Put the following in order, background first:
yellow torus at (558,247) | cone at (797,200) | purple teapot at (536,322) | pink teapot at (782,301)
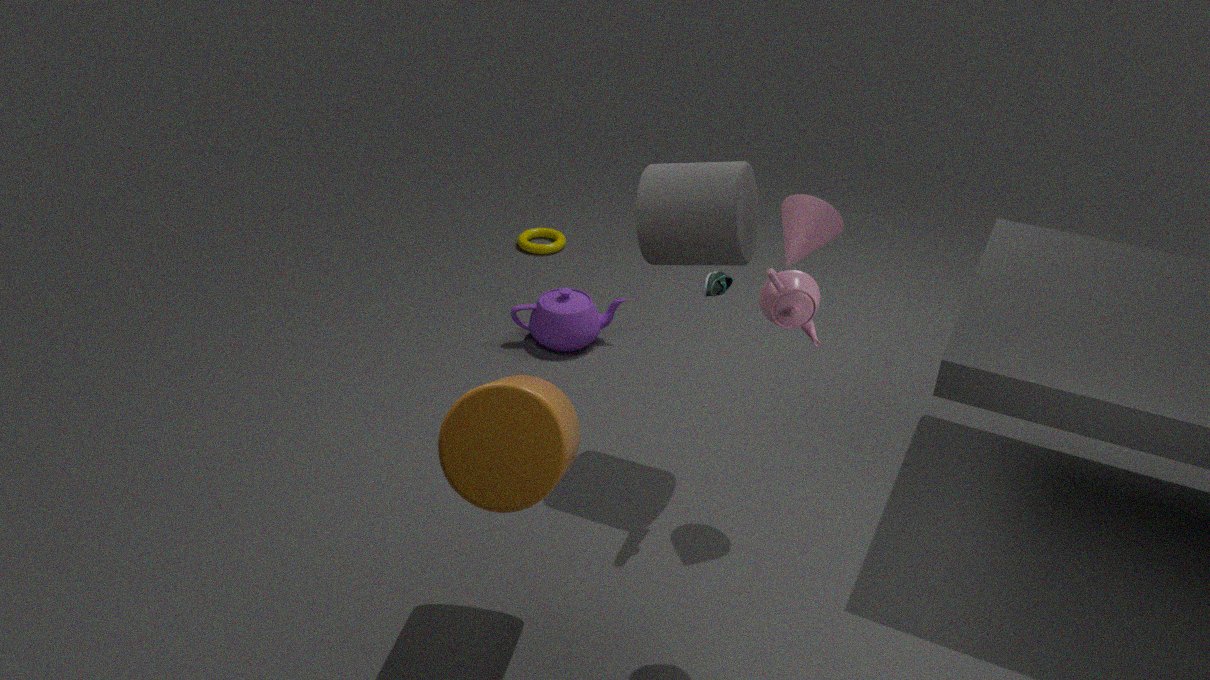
yellow torus at (558,247), purple teapot at (536,322), cone at (797,200), pink teapot at (782,301)
